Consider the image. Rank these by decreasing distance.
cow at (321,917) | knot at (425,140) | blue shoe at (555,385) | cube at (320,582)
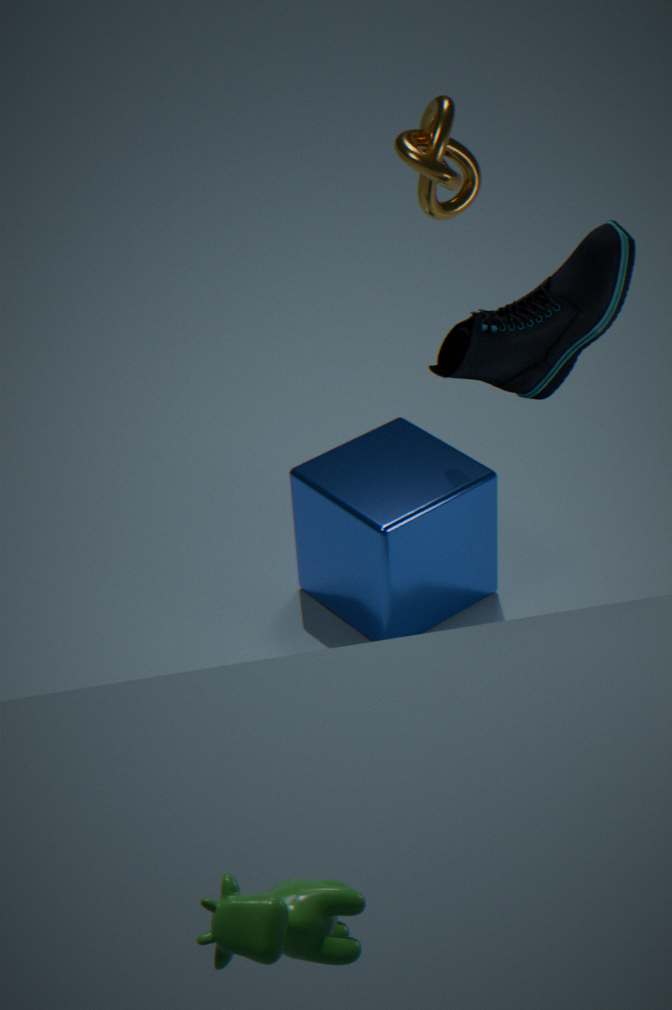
cube at (320,582) < knot at (425,140) < blue shoe at (555,385) < cow at (321,917)
